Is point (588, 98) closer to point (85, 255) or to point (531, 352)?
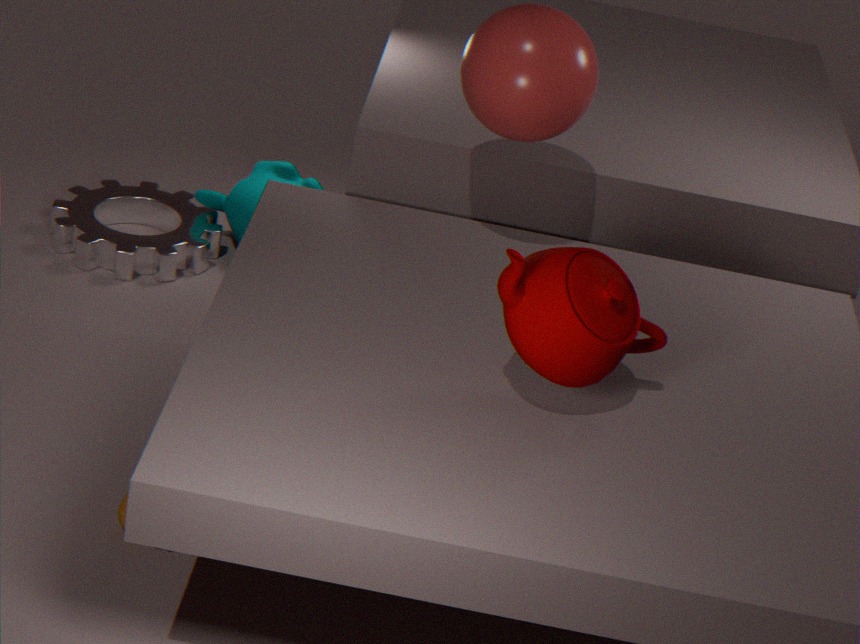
point (531, 352)
